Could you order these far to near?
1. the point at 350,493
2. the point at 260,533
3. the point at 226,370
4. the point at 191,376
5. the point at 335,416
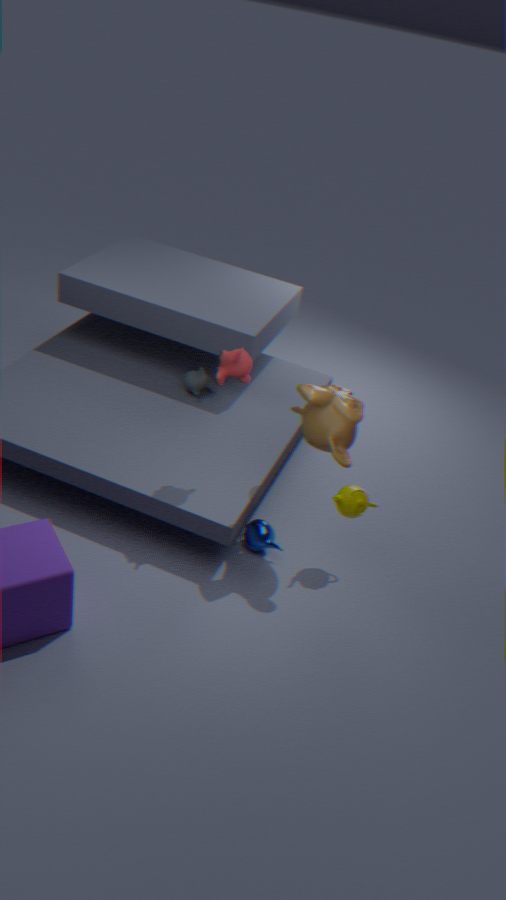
the point at 191,376 < the point at 260,533 < the point at 350,493 < the point at 226,370 < the point at 335,416
